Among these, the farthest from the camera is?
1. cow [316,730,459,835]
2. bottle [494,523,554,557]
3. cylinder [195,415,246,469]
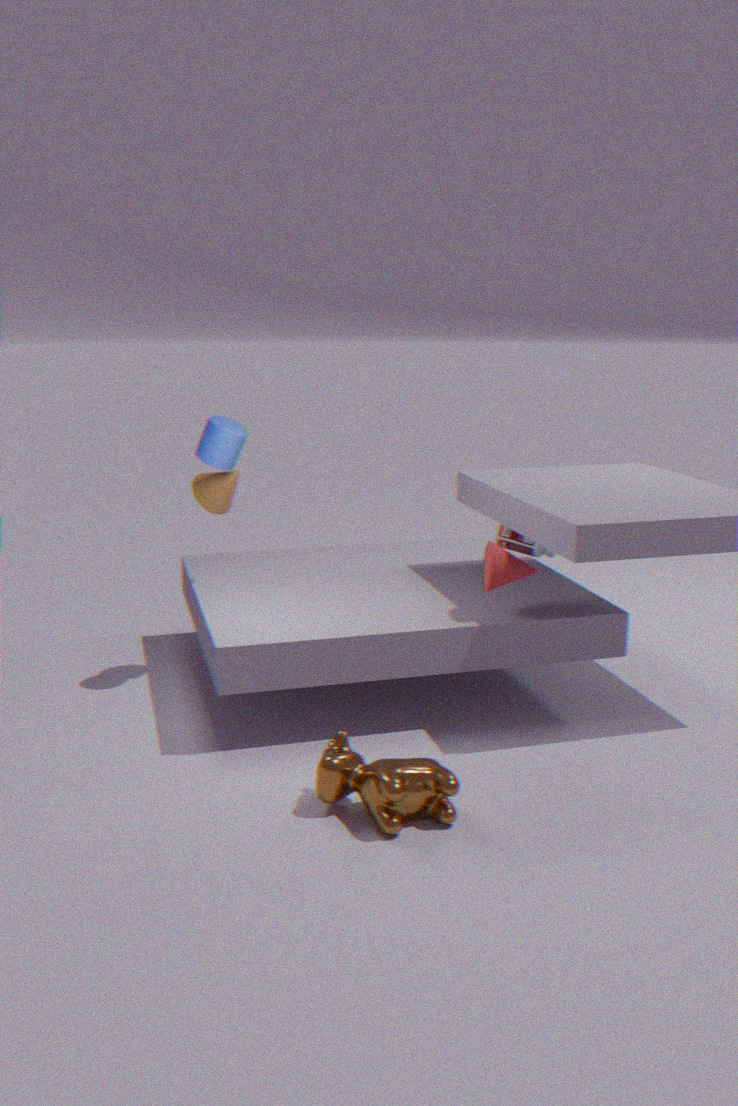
bottle [494,523,554,557]
